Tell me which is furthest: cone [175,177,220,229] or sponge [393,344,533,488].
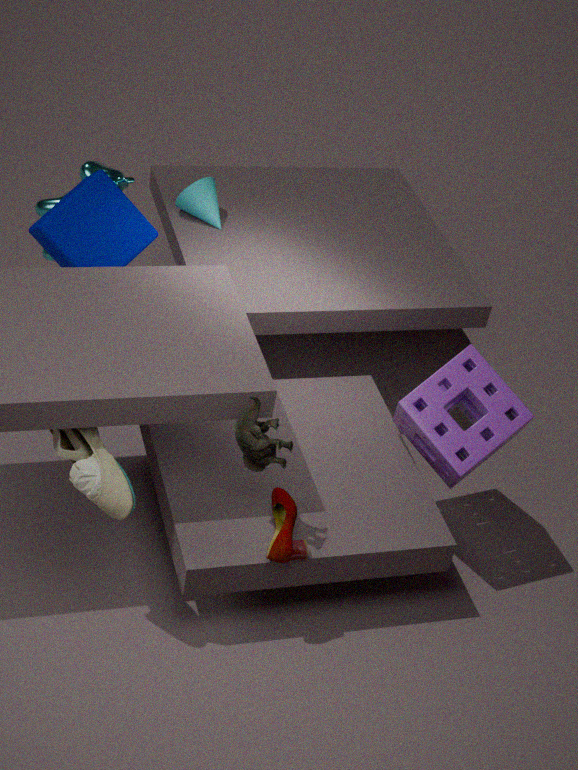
cone [175,177,220,229]
